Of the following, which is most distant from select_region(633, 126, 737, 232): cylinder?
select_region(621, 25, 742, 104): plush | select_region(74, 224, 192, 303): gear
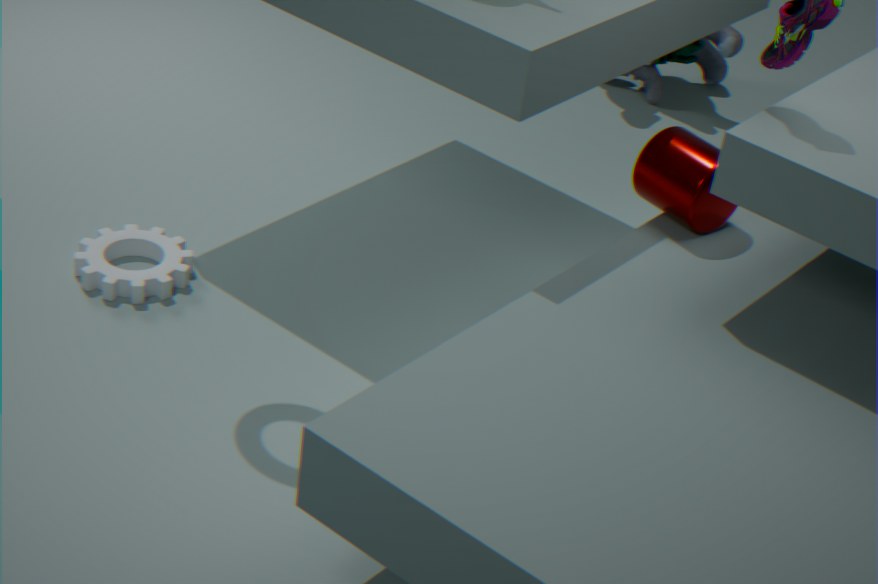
select_region(621, 25, 742, 104): plush
